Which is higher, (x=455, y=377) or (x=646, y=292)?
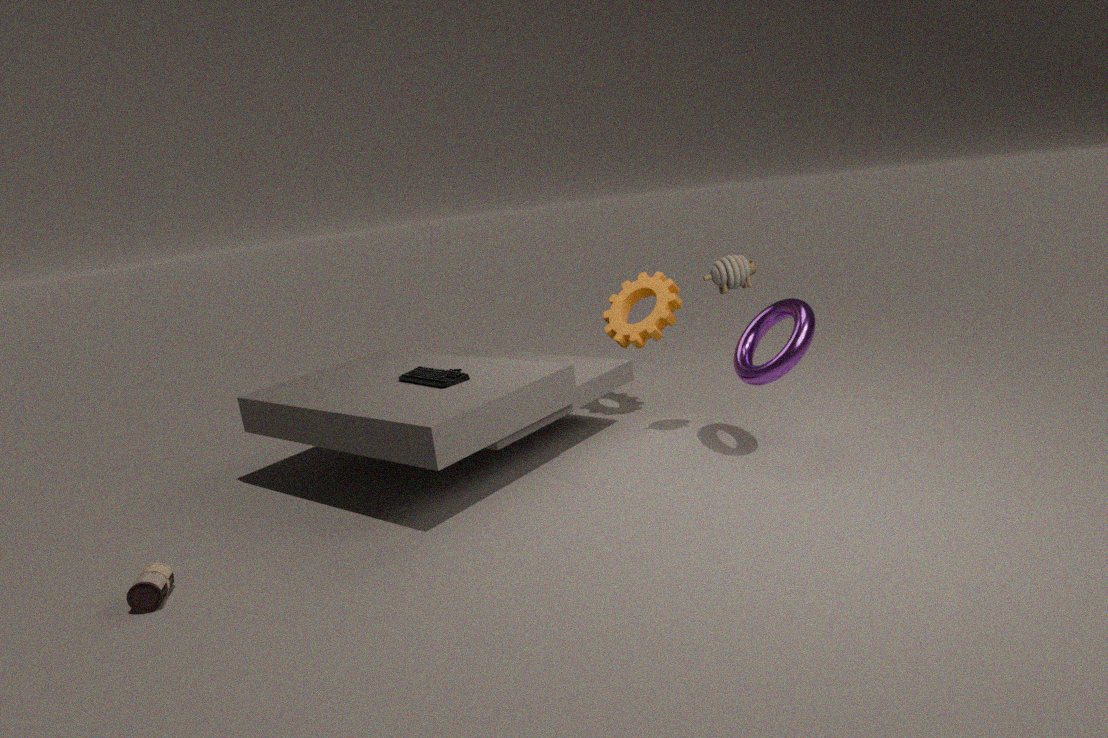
(x=646, y=292)
